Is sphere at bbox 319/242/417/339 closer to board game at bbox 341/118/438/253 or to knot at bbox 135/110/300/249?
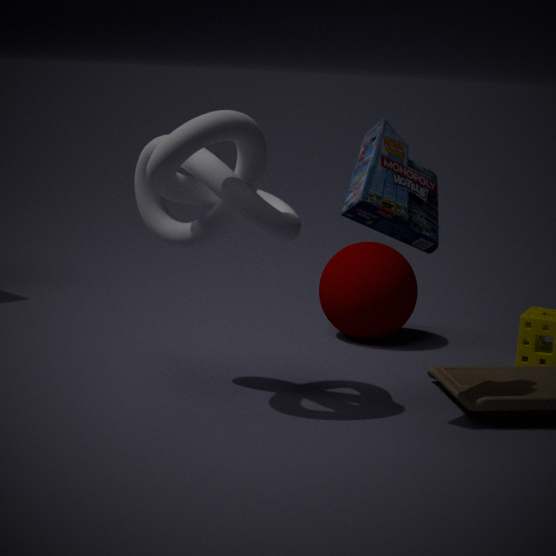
knot at bbox 135/110/300/249
